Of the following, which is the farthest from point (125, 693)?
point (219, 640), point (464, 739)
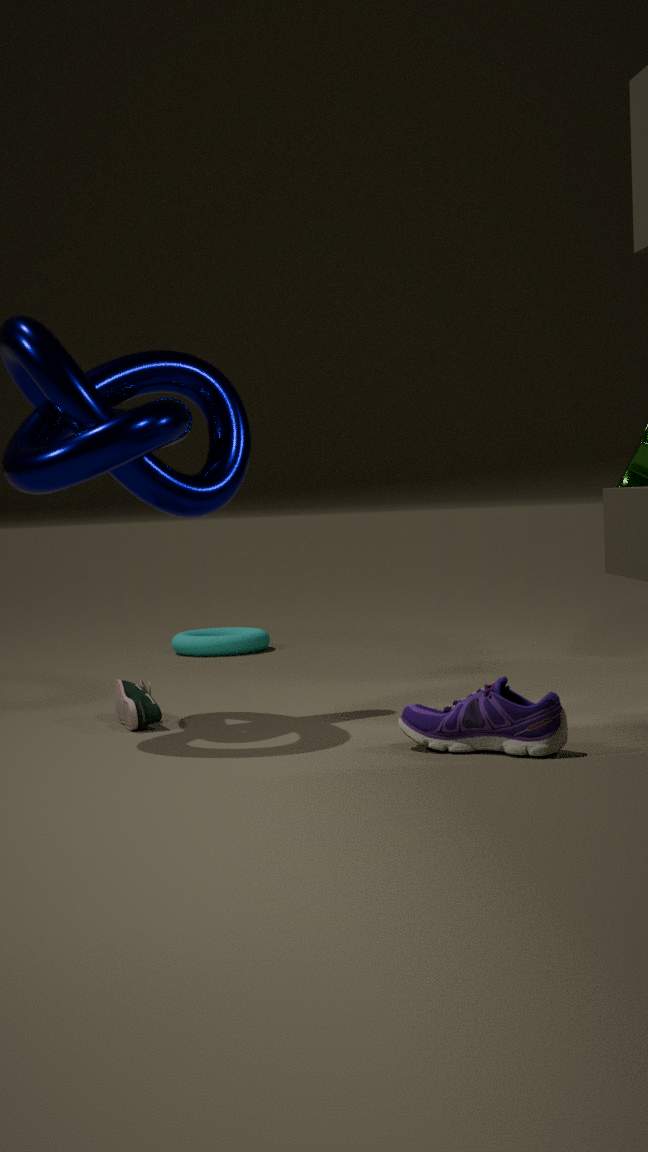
point (219, 640)
